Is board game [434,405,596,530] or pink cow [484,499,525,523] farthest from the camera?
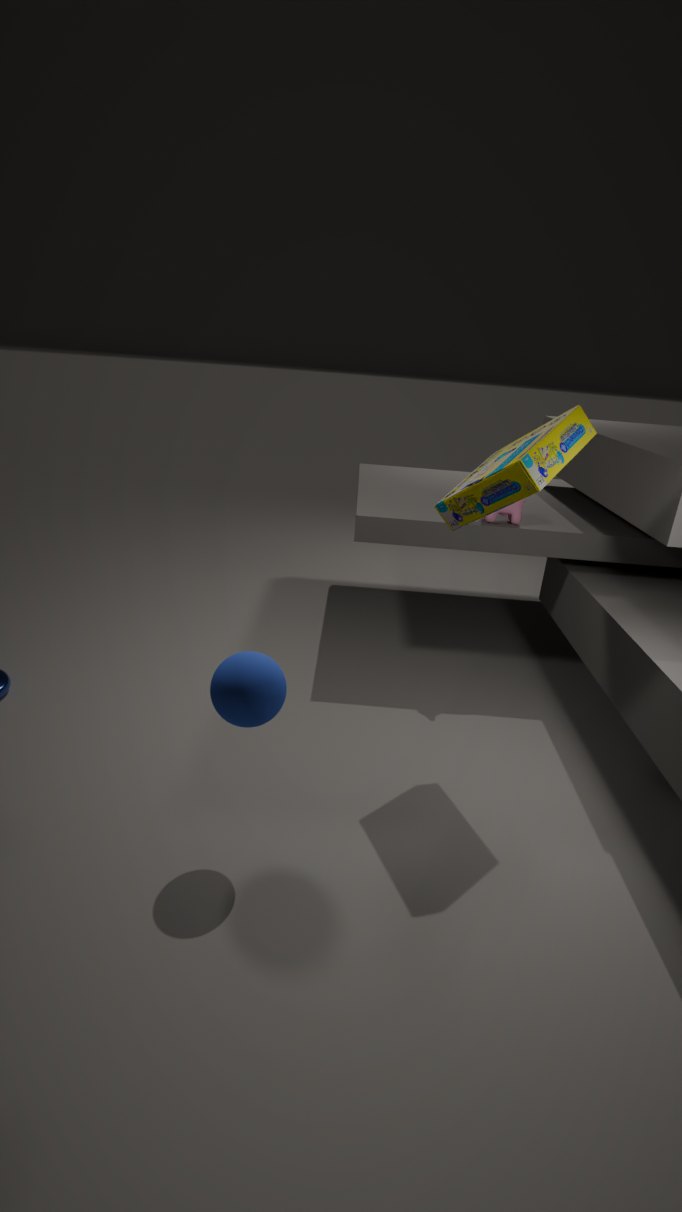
pink cow [484,499,525,523]
